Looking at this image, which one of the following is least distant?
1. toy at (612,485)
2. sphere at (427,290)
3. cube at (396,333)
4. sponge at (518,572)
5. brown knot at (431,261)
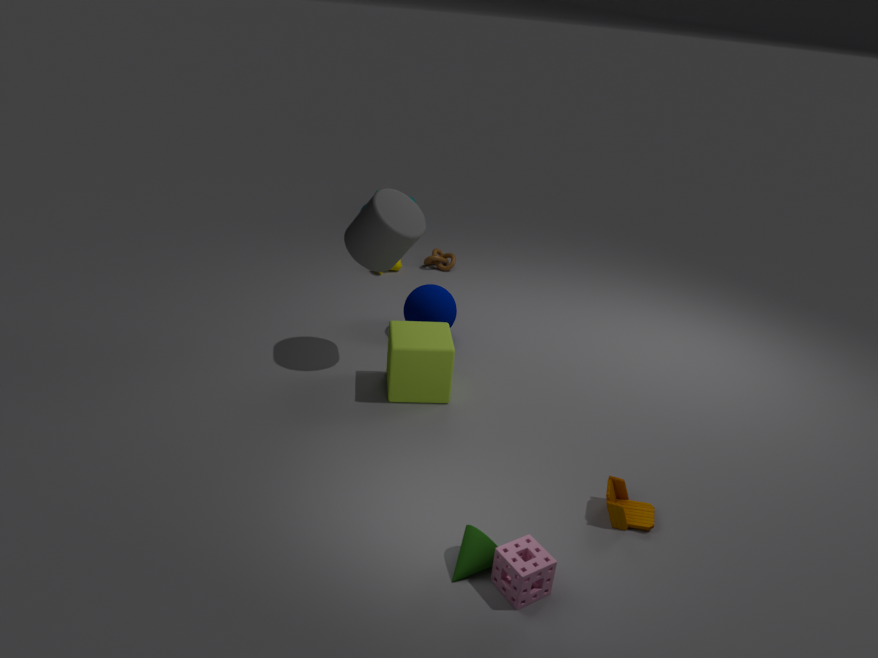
sponge at (518,572)
